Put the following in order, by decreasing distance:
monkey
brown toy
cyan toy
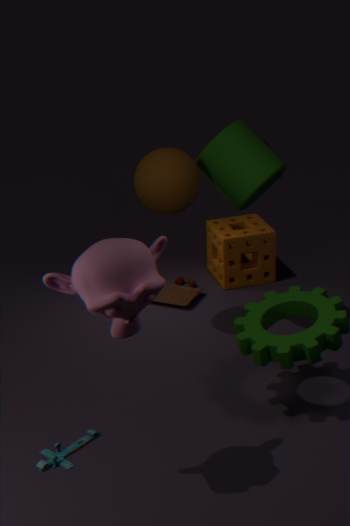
brown toy → cyan toy → monkey
